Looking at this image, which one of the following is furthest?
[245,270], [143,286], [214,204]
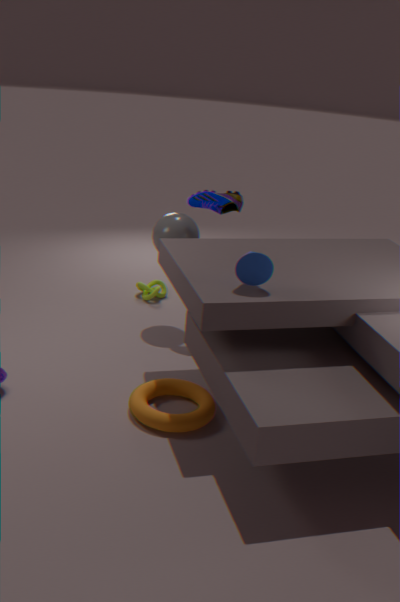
[143,286]
